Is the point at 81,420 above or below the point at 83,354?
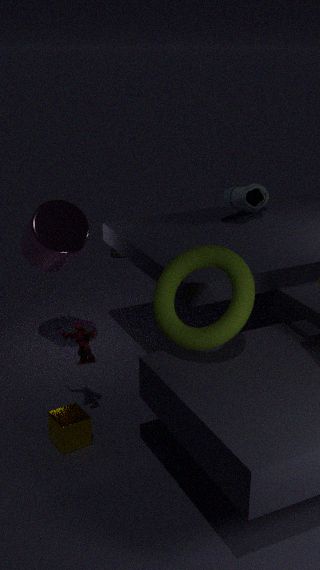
below
